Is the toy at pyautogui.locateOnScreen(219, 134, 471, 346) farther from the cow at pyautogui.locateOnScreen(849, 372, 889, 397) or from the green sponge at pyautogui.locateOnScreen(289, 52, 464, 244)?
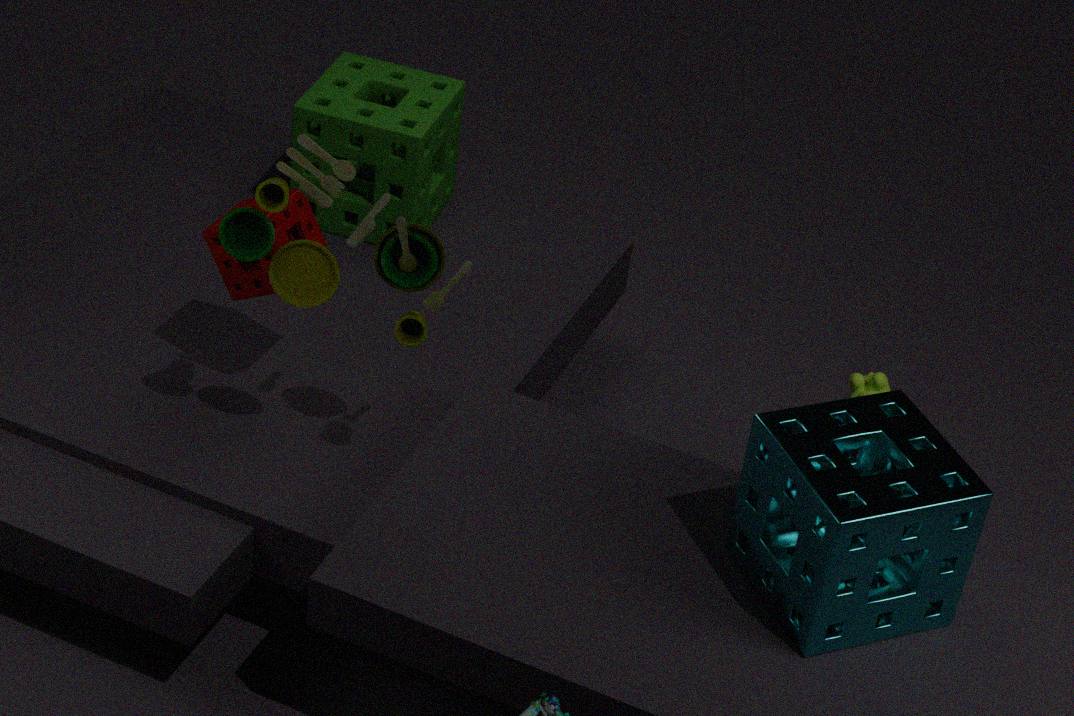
the cow at pyautogui.locateOnScreen(849, 372, 889, 397)
